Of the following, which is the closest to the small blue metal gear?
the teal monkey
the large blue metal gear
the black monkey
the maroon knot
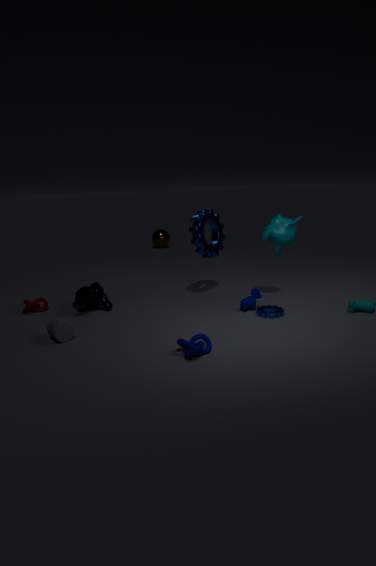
the teal monkey
